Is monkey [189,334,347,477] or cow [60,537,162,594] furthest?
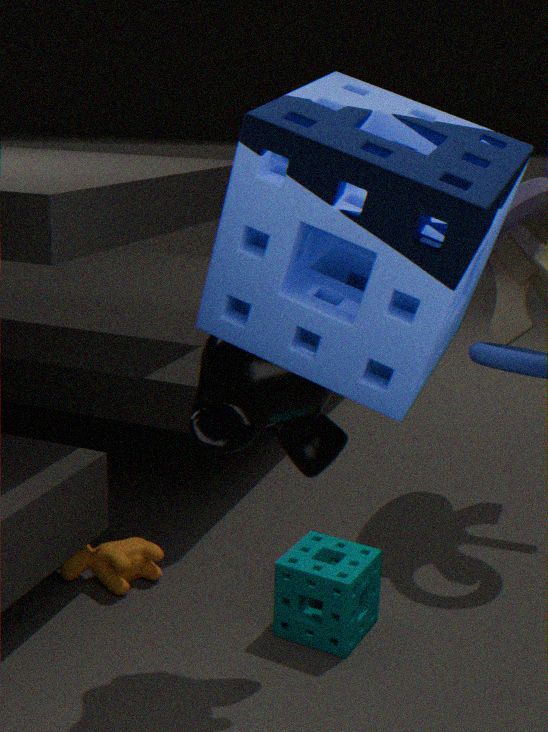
cow [60,537,162,594]
